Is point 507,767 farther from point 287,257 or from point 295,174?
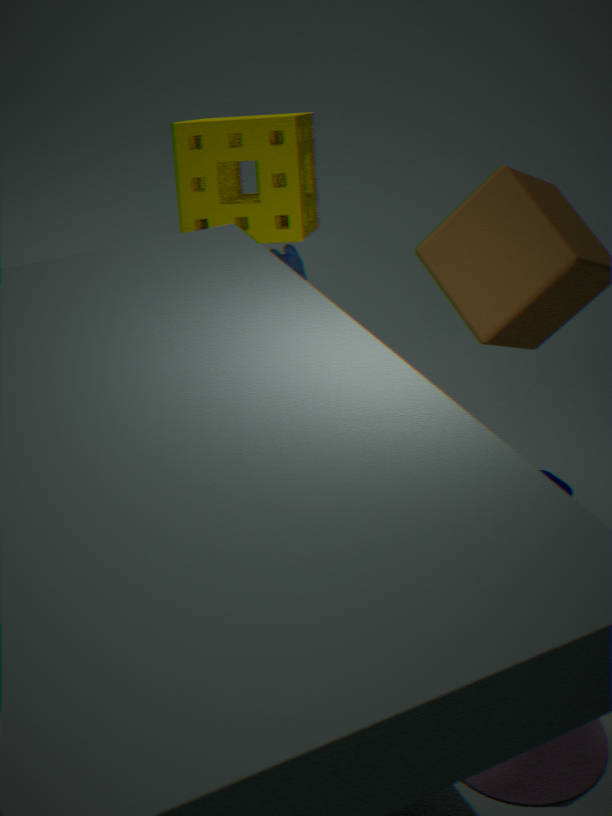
point 295,174
